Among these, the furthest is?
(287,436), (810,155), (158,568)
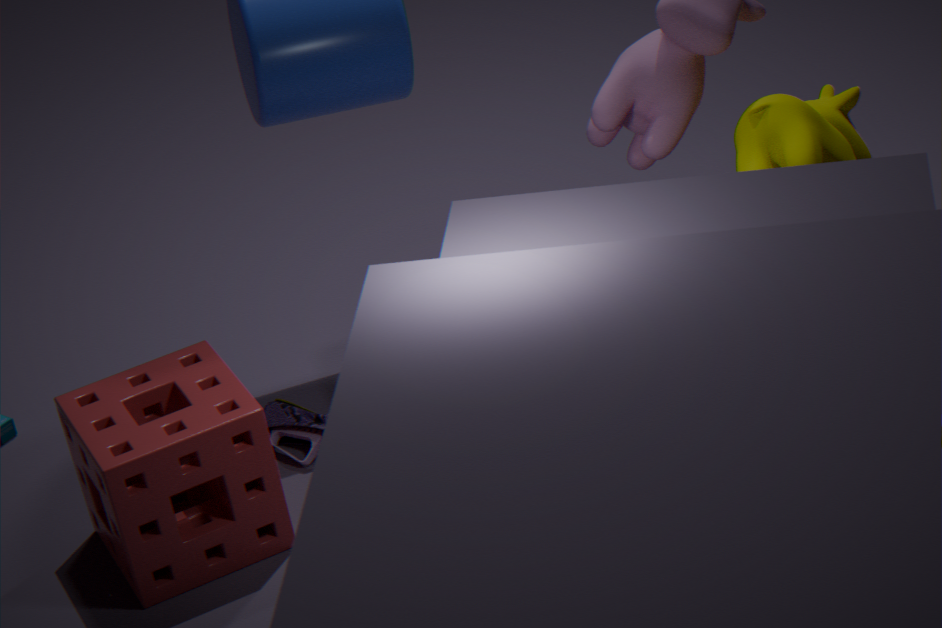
(287,436)
